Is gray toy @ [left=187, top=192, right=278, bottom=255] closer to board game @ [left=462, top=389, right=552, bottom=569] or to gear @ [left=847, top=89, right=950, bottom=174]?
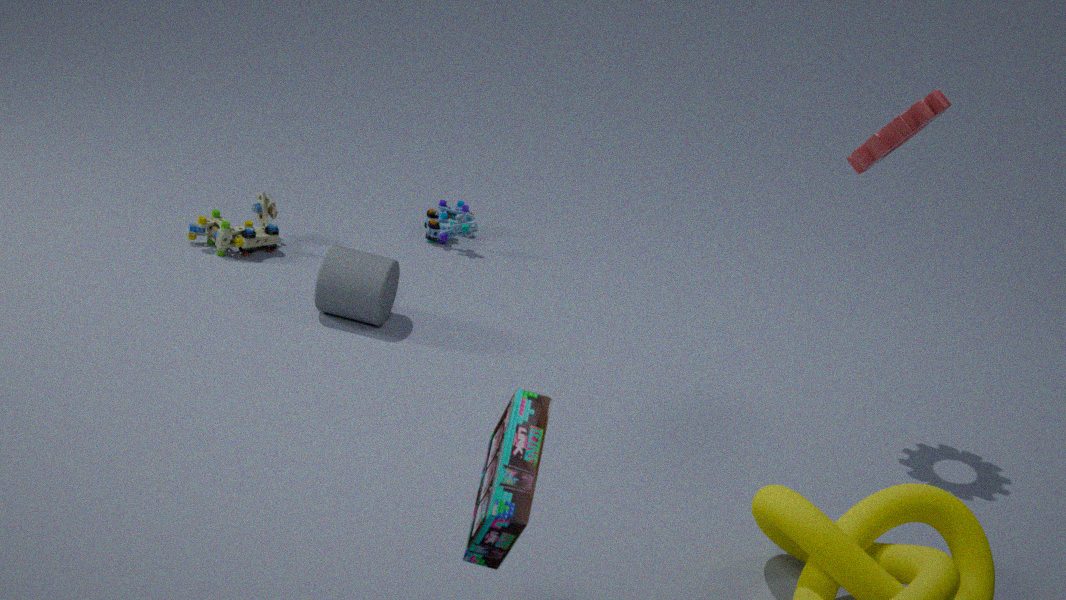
gear @ [left=847, top=89, right=950, bottom=174]
